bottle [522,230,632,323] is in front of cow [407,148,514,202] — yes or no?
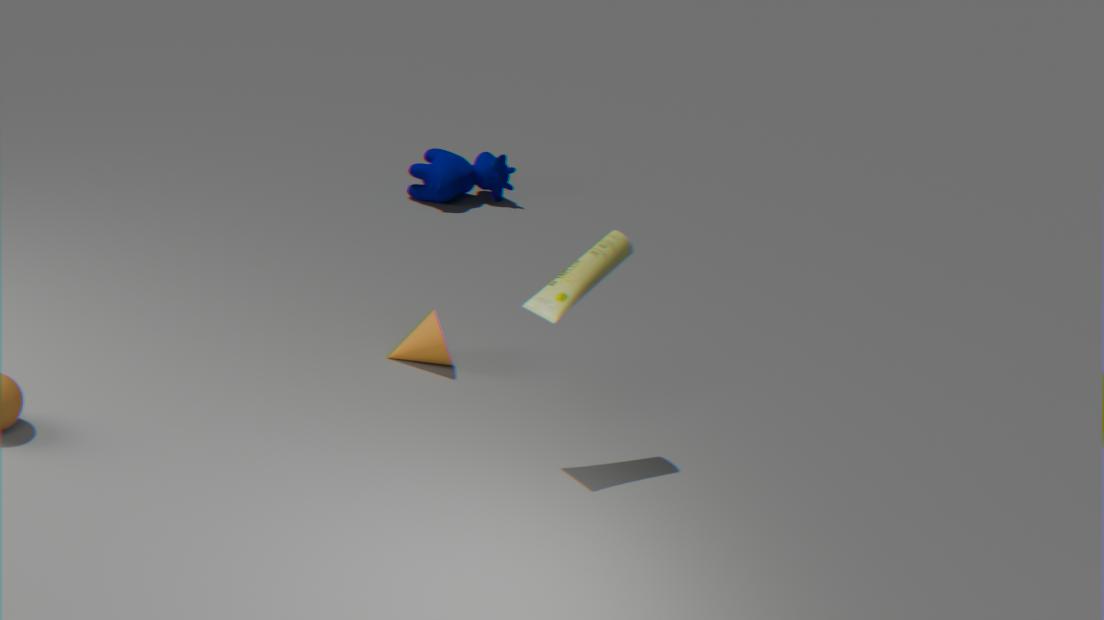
Yes
